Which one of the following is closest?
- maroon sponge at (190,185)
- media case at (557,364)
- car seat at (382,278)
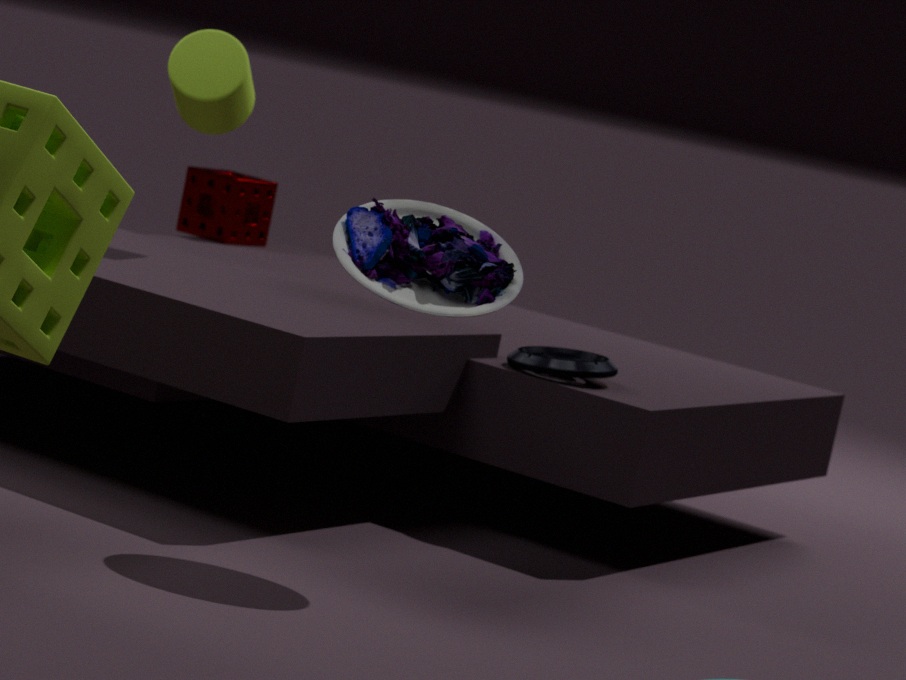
car seat at (382,278)
